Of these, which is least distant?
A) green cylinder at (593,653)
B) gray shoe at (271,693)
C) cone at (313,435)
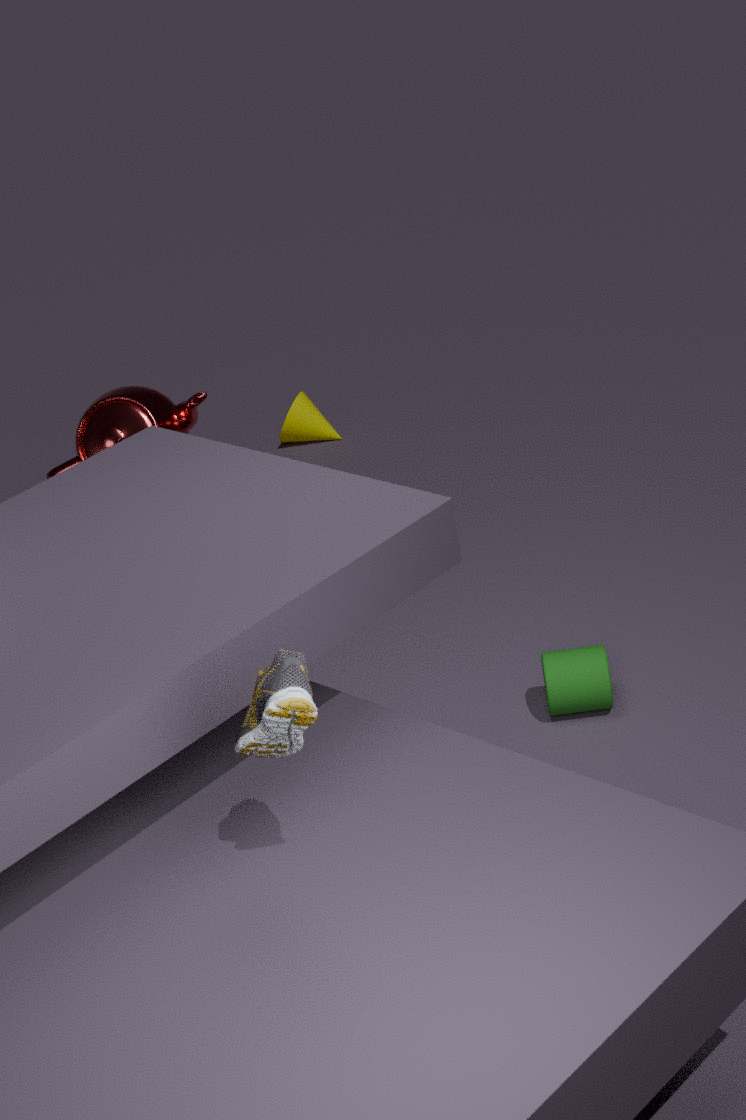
gray shoe at (271,693)
